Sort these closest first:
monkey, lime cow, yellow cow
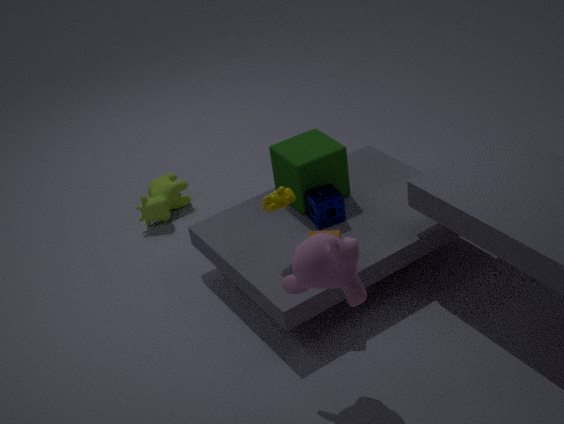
monkey, yellow cow, lime cow
